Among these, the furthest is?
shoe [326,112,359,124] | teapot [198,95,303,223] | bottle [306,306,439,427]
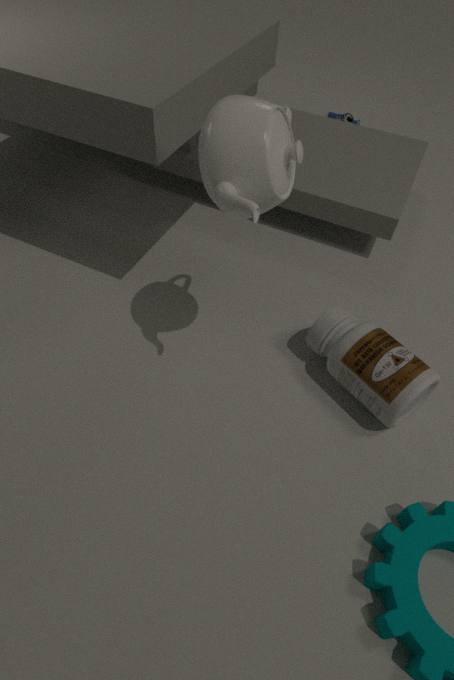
shoe [326,112,359,124]
